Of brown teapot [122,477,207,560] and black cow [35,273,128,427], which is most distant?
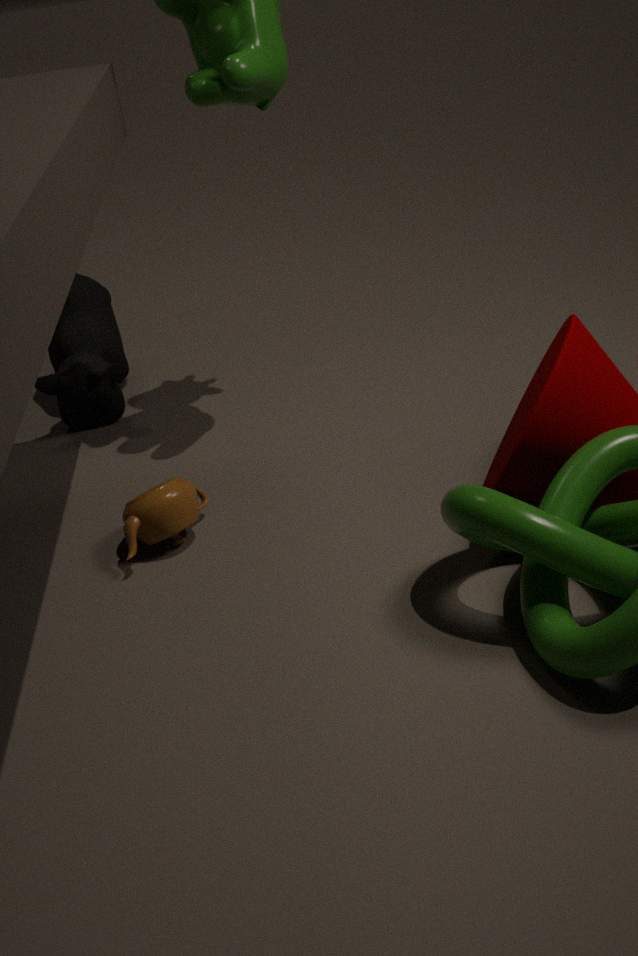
black cow [35,273,128,427]
